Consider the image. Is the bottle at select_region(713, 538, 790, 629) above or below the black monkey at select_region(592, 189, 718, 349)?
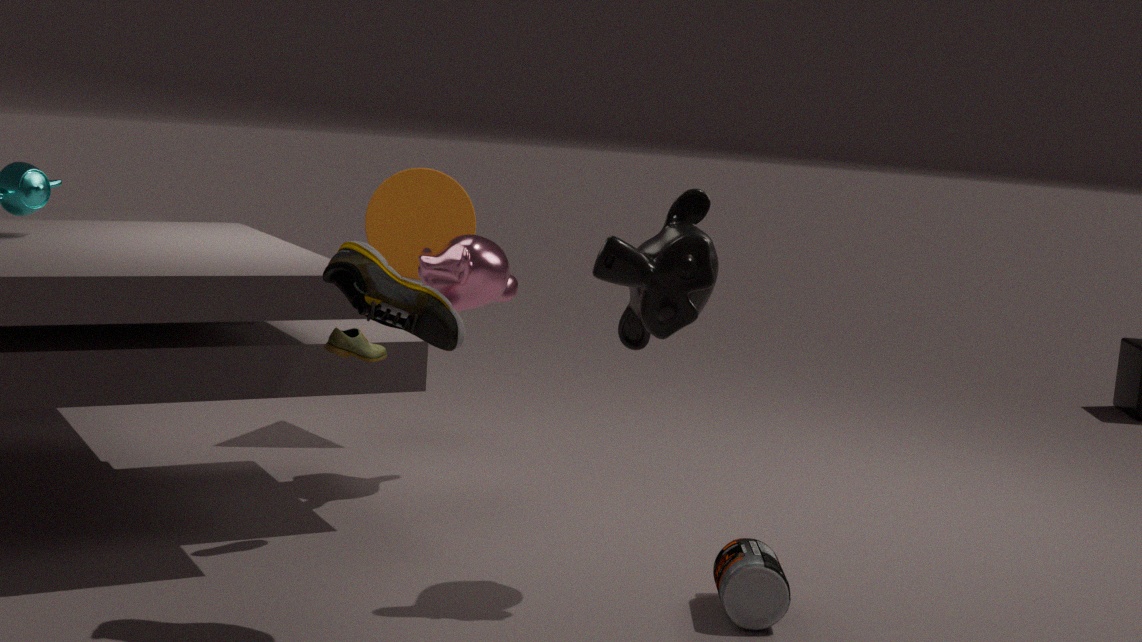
below
